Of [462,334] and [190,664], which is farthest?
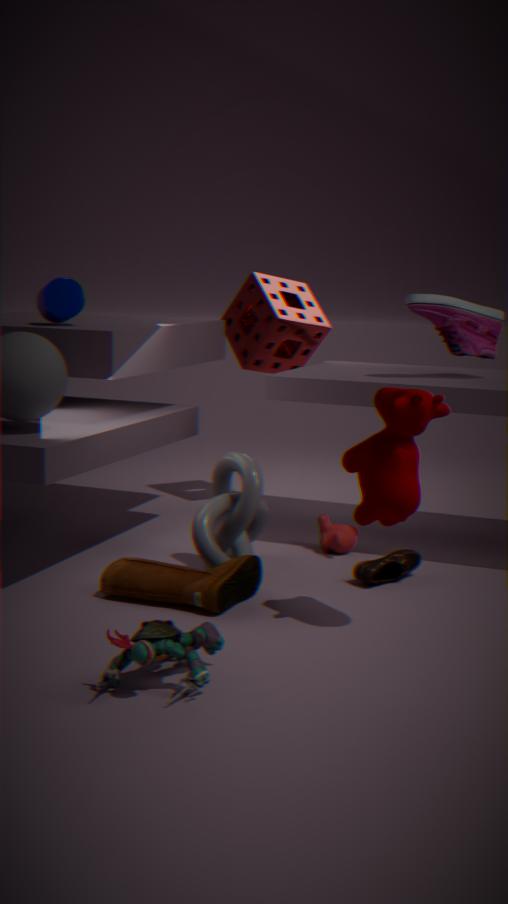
[462,334]
